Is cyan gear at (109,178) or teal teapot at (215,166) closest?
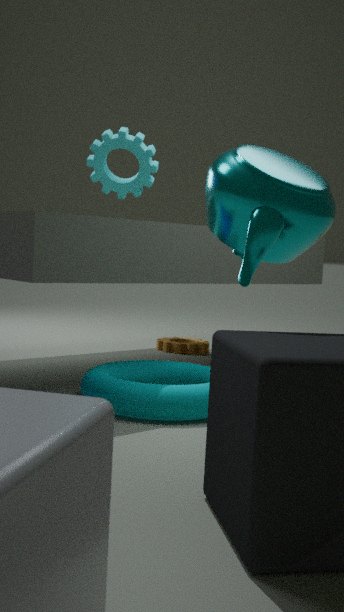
teal teapot at (215,166)
